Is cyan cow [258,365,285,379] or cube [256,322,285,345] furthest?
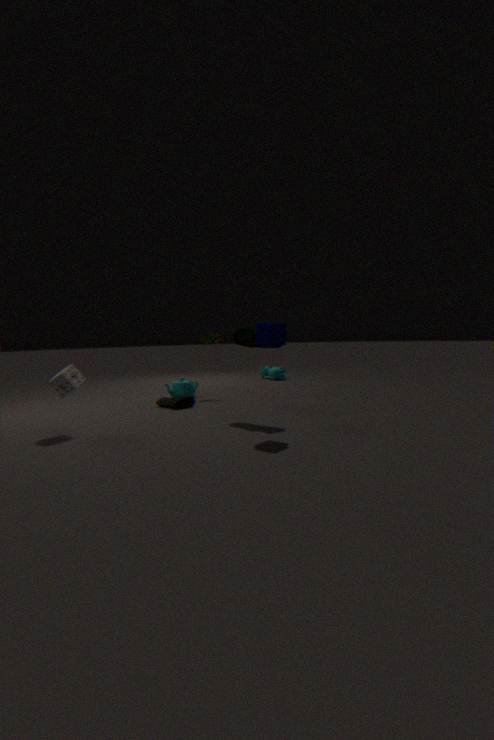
cyan cow [258,365,285,379]
